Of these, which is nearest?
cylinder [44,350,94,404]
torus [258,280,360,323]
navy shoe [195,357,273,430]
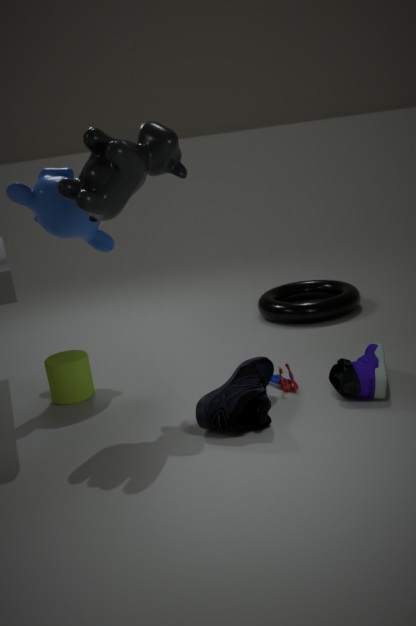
navy shoe [195,357,273,430]
